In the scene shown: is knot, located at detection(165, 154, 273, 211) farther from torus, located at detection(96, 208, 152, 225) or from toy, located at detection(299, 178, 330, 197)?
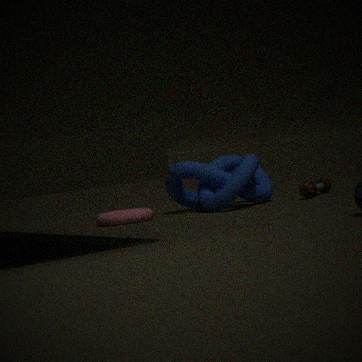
torus, located at detection(96, 208, 152, 225)
